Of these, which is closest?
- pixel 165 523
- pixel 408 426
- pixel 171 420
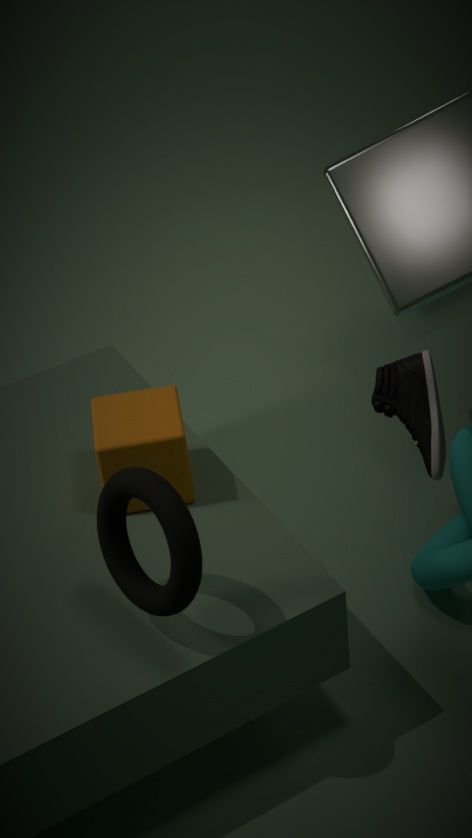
pixel 165 523
